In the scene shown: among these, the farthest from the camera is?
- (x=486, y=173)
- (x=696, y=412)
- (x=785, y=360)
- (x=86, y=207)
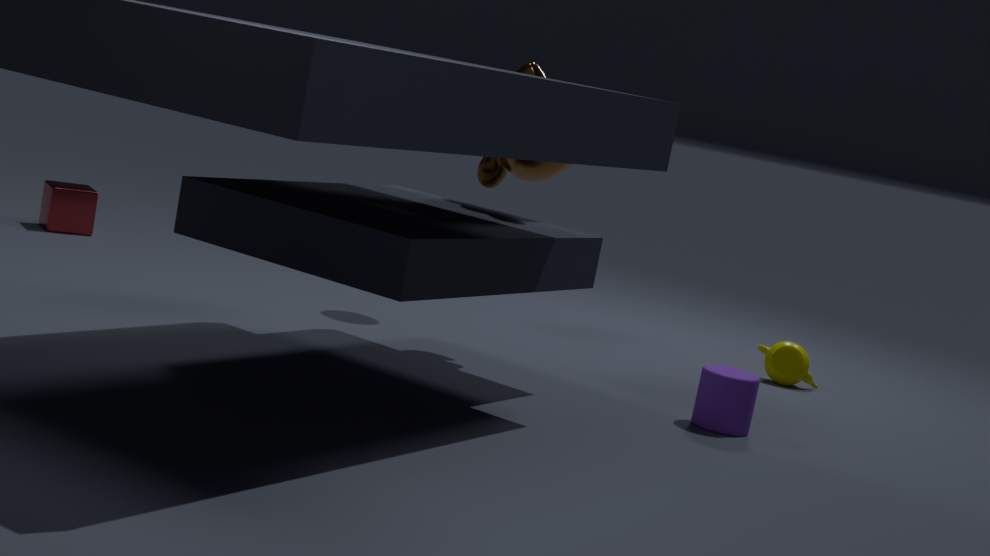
(x=86, y=207)
